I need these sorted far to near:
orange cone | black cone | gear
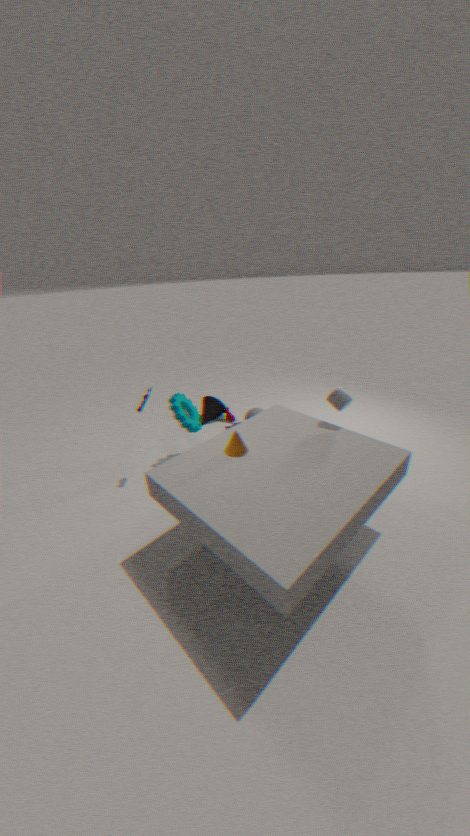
black cone
gear
orange cone
